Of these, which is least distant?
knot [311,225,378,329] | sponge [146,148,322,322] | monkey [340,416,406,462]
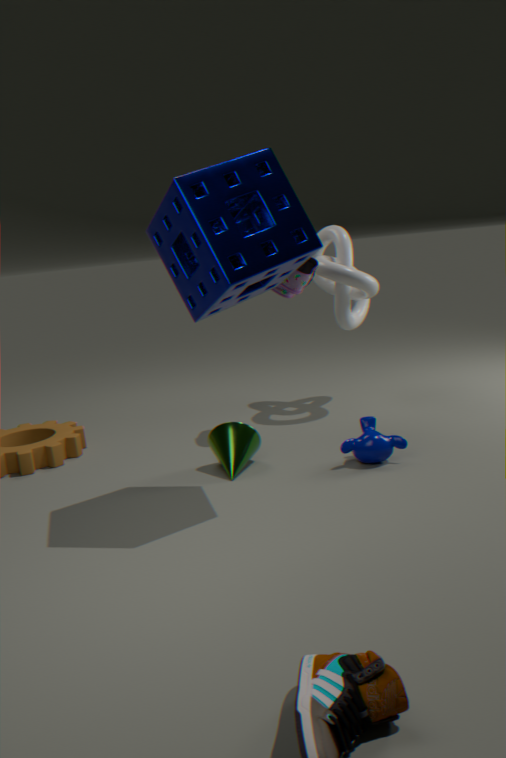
sponge [146,148,322,322]
